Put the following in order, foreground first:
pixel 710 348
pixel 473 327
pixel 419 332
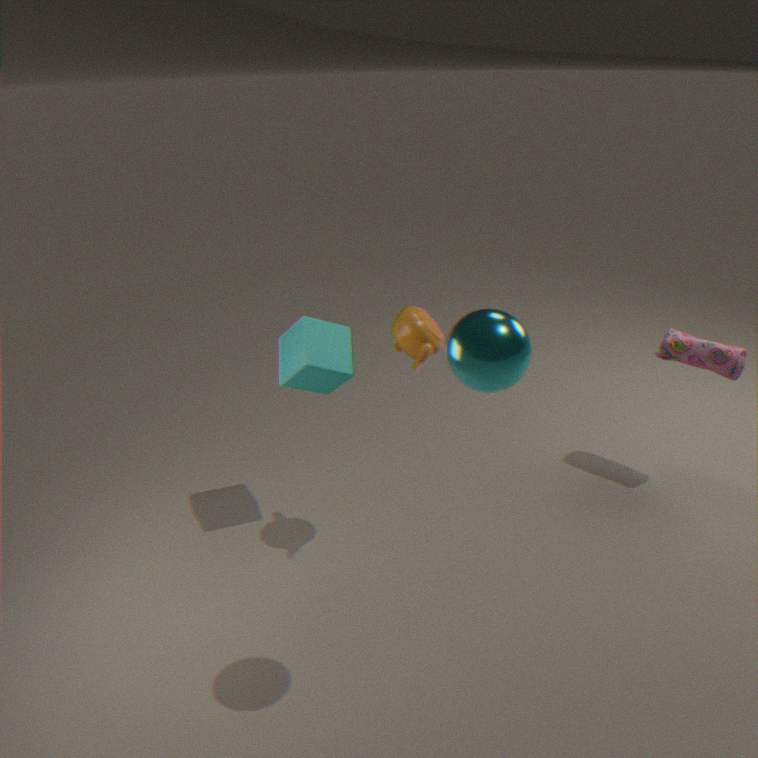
pixel 473 327
pixel 419 332
pixel 710 348
